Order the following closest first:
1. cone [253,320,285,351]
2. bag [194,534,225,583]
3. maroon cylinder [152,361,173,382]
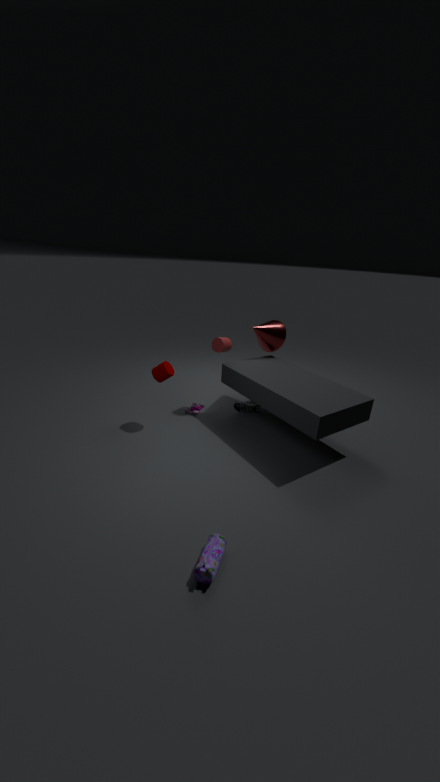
bag [194,534,225,583], maroon cylinder [152,361,173,382], cone [253,320,285,351]
